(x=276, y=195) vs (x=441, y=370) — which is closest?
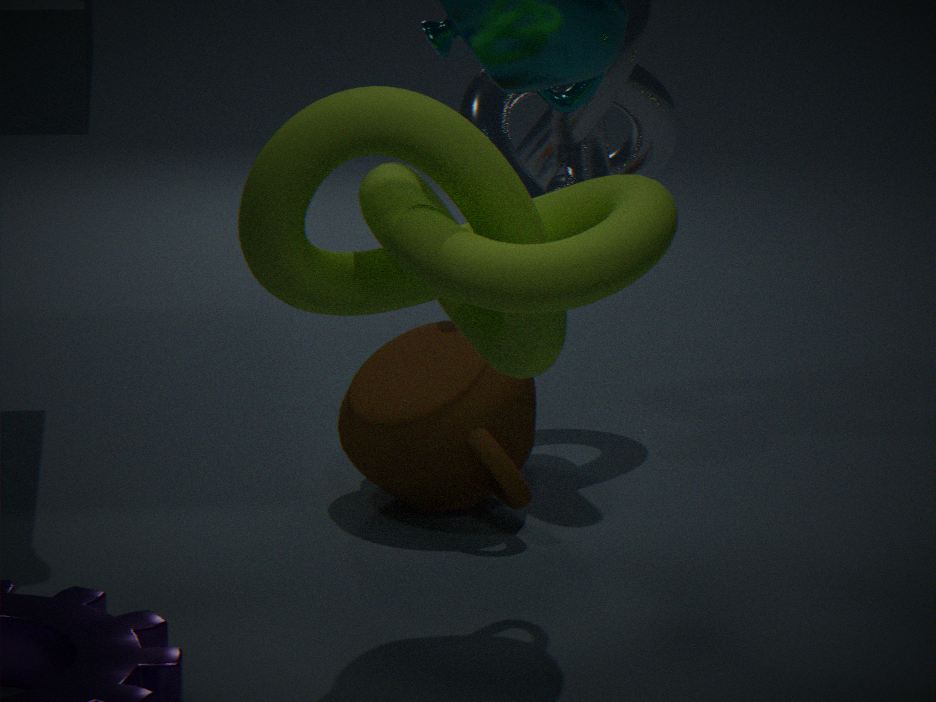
(x=276, y=195)
